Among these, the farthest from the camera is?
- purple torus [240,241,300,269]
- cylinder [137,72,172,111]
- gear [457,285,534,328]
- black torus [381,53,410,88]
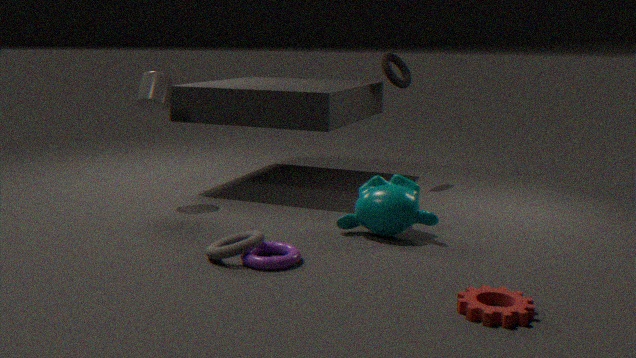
black torus [381,53,410,88]
